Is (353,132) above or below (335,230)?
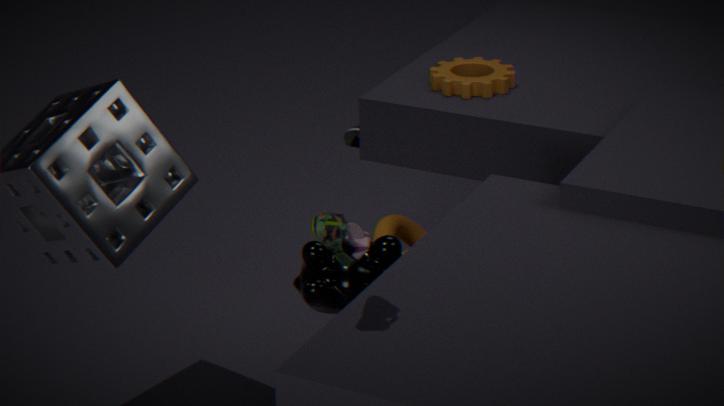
below
